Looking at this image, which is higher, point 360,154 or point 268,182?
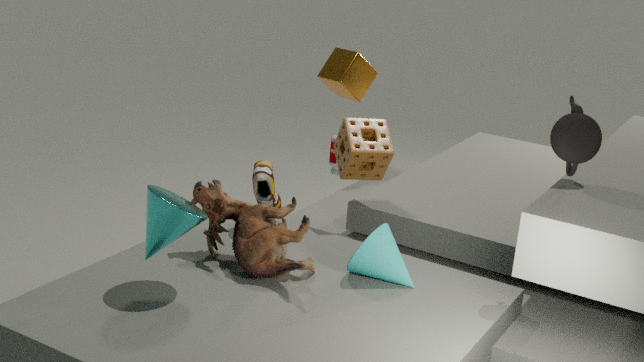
point 360,154
